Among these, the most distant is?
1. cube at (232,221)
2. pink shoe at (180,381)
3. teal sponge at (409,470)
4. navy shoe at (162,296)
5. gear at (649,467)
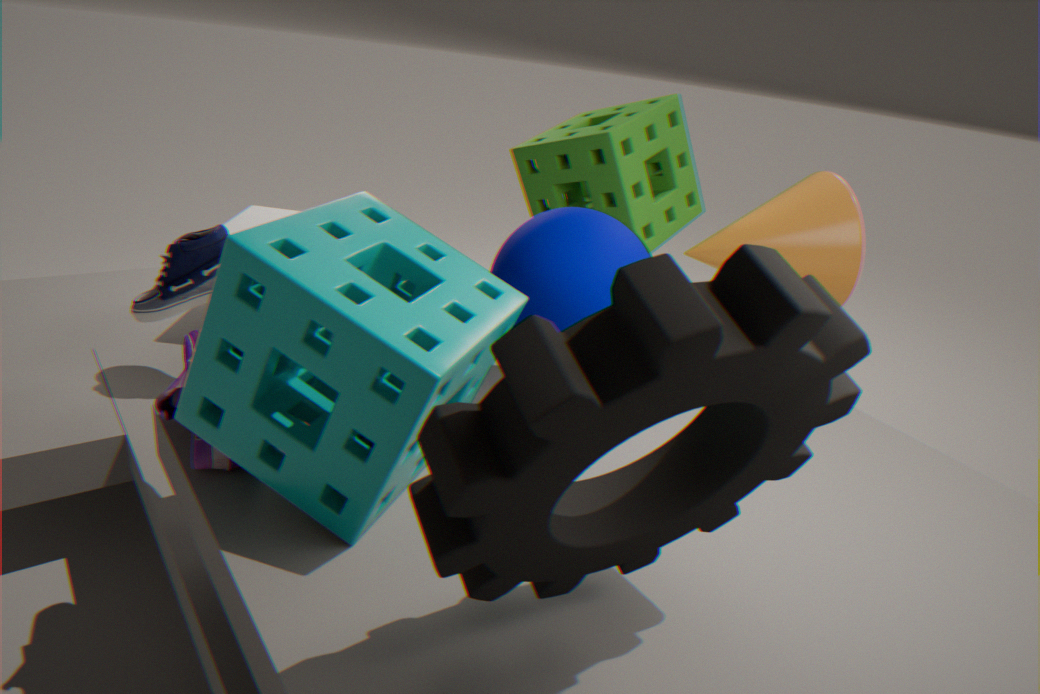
cube at (232,221)
